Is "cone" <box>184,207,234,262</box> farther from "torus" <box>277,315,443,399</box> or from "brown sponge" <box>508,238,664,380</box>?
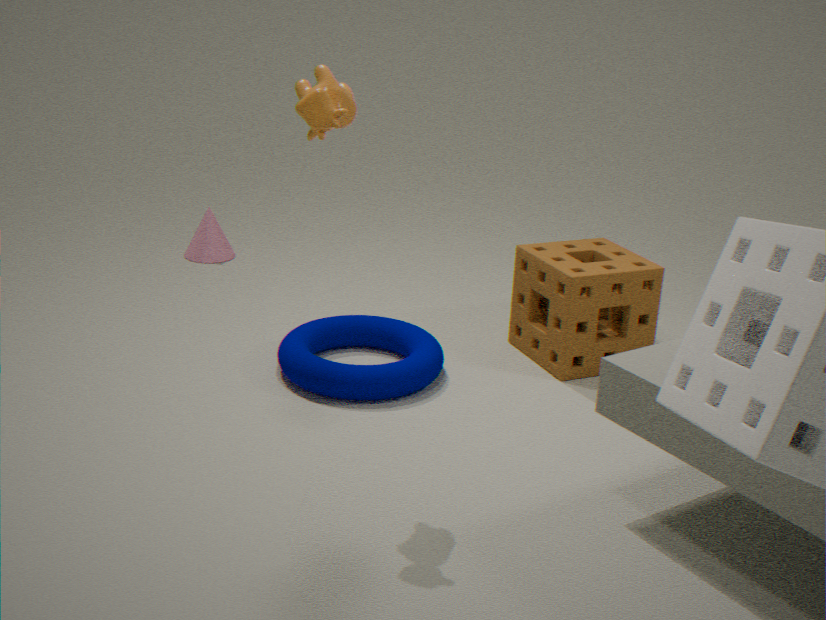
"brown sponge" <box>508,238,664,380</box>
